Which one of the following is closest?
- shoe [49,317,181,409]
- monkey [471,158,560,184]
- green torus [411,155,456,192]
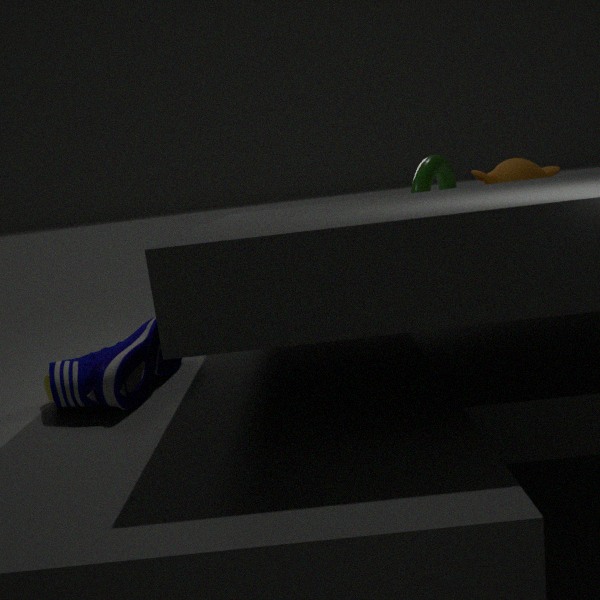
shoe [49,317,181,409]
